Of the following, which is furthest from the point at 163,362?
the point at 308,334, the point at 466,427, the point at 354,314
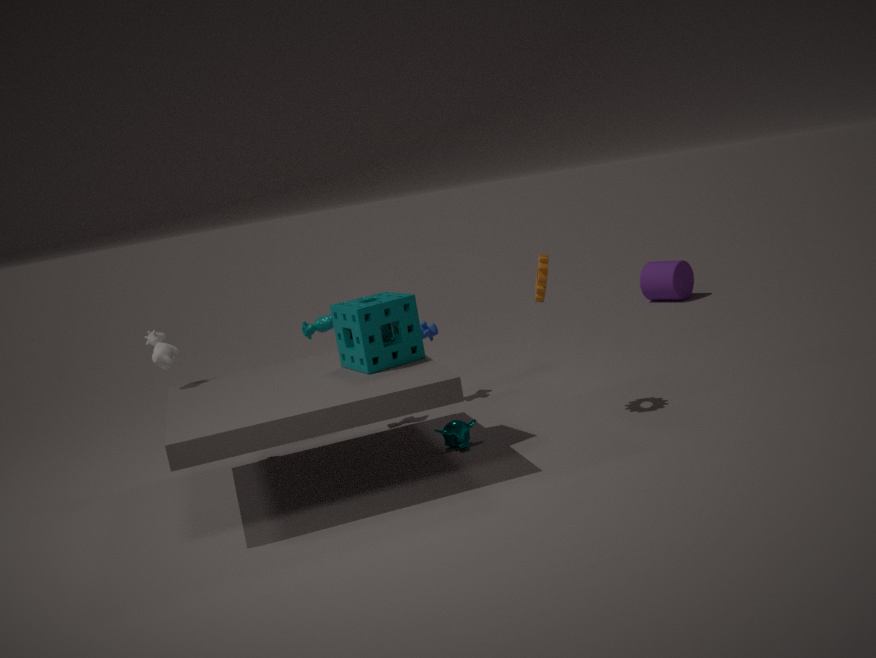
the point at 466,427
